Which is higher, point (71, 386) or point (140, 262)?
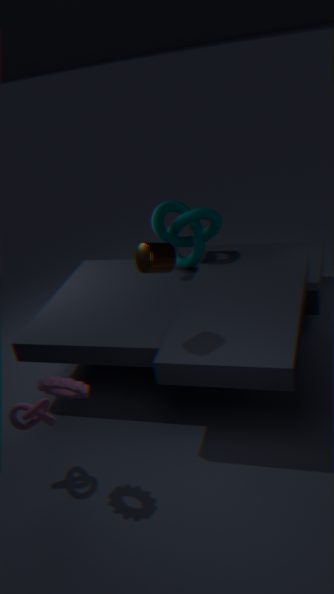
point (140, 262)
